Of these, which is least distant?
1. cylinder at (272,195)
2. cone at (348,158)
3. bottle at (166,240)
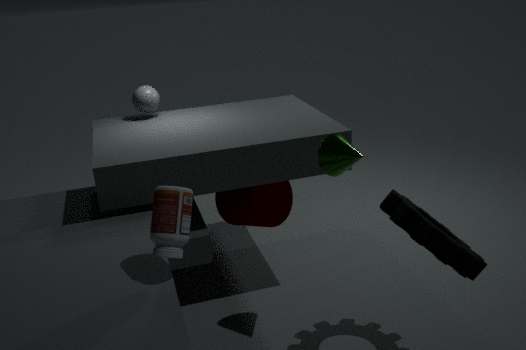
bottle at (166,240)
